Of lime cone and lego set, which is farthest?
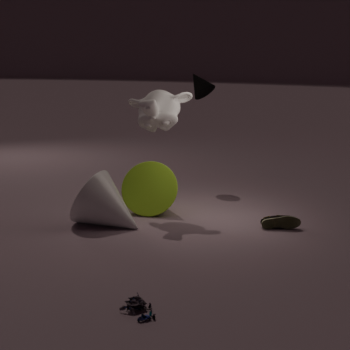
lime cone
